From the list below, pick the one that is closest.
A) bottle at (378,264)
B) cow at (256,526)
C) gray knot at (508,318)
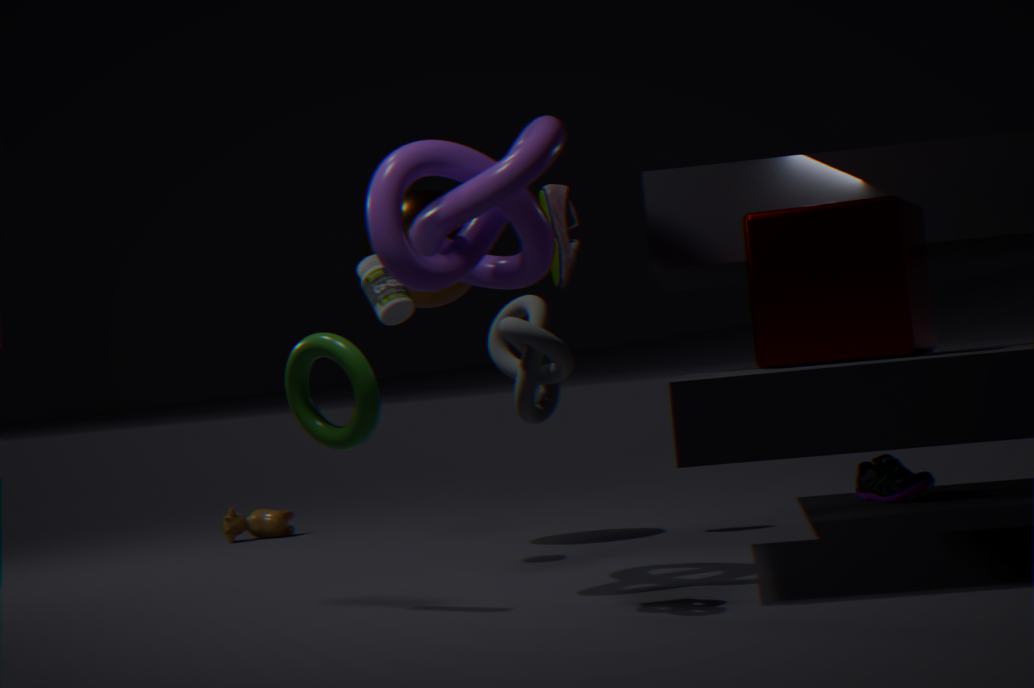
gray knot at (508,318)
